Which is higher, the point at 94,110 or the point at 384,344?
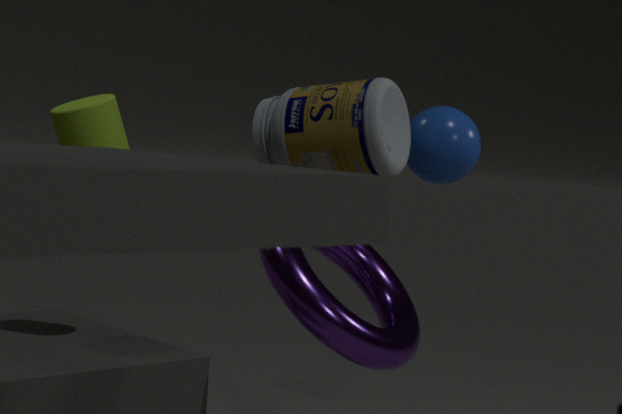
the point at 94,110
